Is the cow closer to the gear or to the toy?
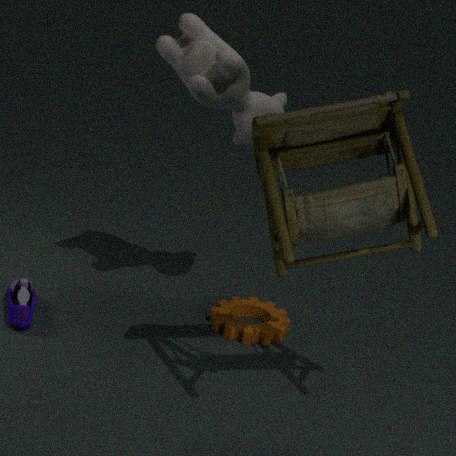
the toy
